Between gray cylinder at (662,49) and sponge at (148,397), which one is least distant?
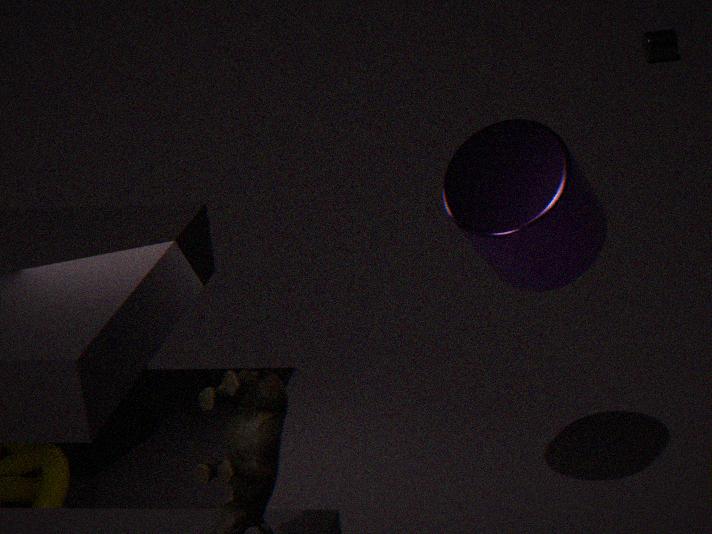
sponge at (148,397)
